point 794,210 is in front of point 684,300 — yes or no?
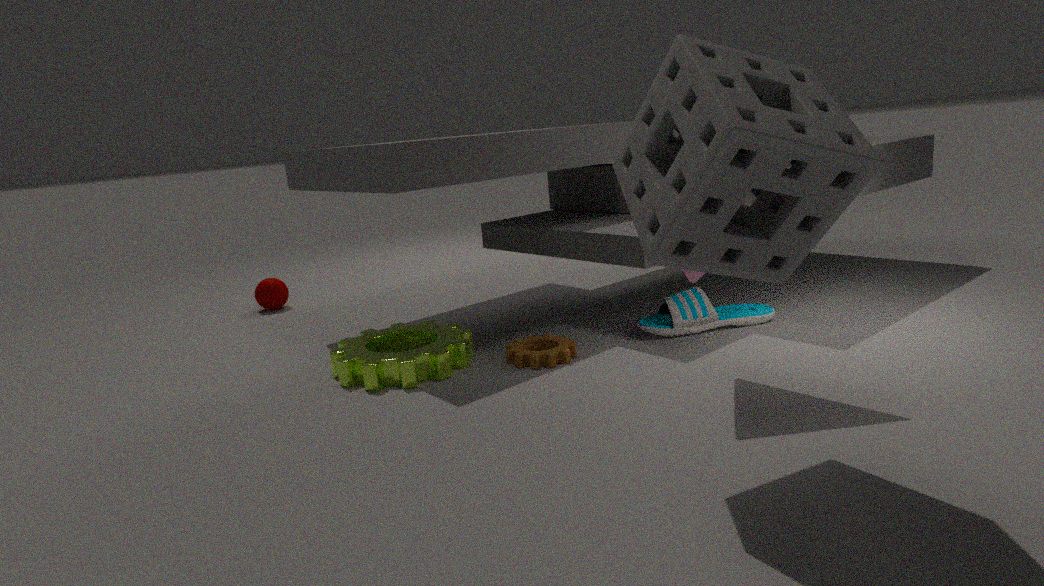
Yes
